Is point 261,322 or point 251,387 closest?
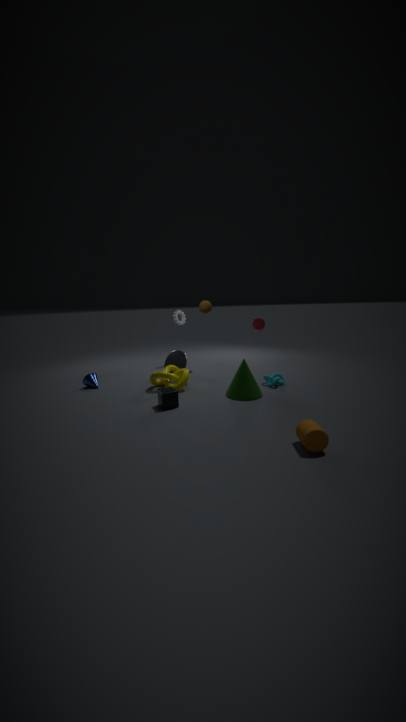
point 251,387
